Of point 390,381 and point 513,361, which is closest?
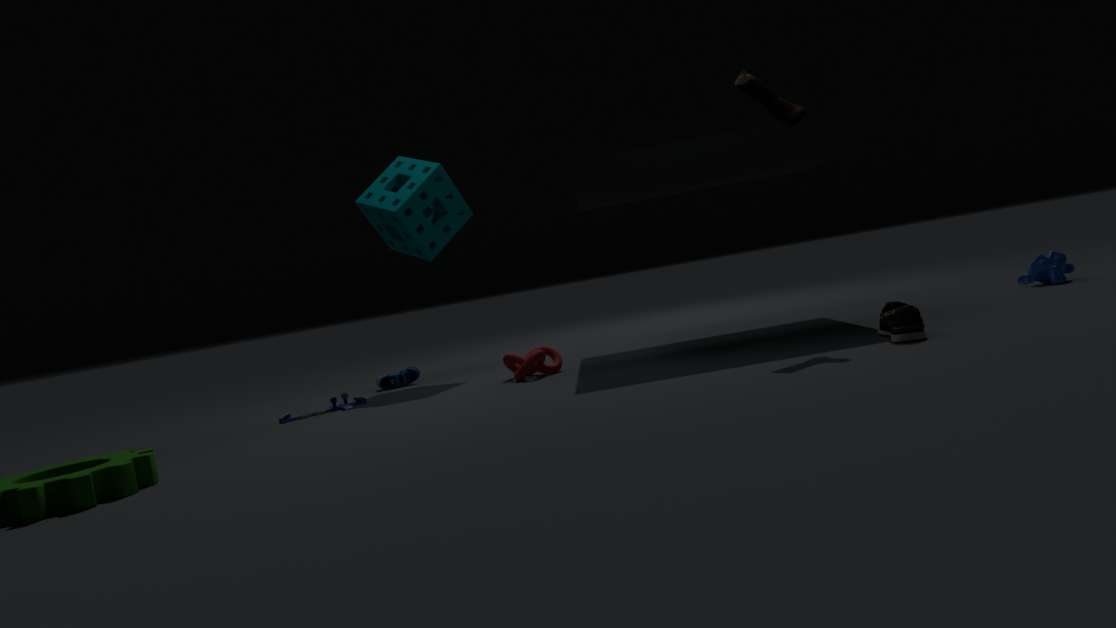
point 513,361
